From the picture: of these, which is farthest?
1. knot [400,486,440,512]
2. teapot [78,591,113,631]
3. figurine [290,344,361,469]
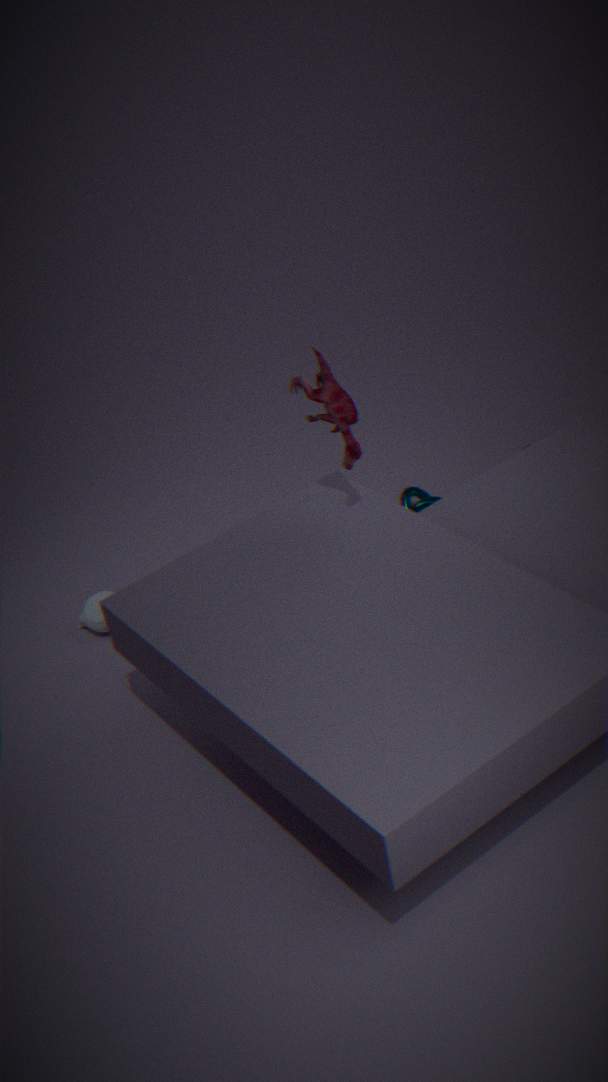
knot [400,486,440,512]
